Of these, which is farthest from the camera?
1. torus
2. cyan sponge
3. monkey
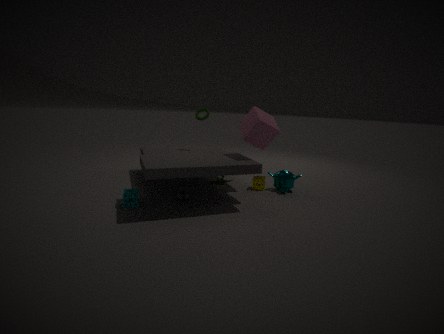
torus
